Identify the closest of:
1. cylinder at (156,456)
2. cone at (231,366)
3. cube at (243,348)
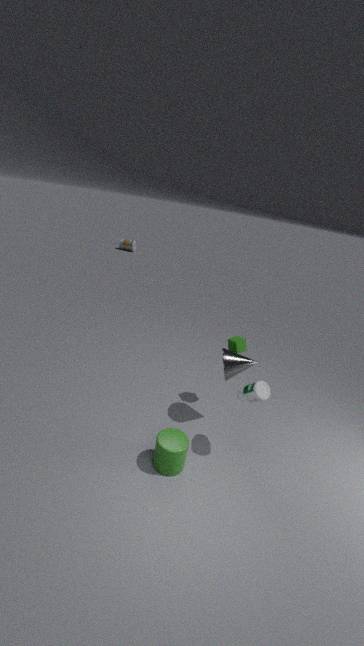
cylinder at (156,456)
